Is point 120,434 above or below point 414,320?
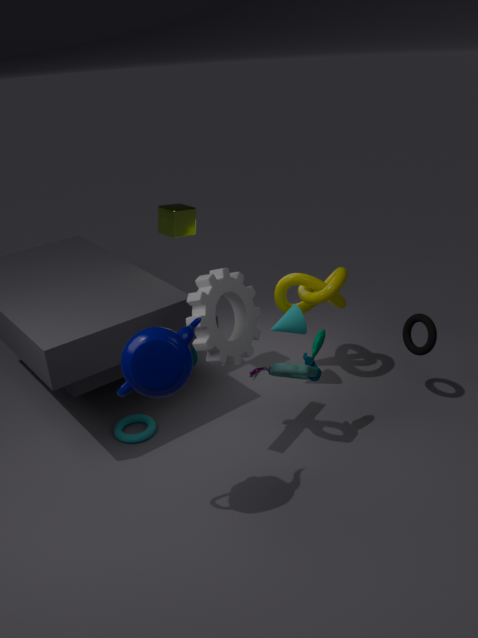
below
